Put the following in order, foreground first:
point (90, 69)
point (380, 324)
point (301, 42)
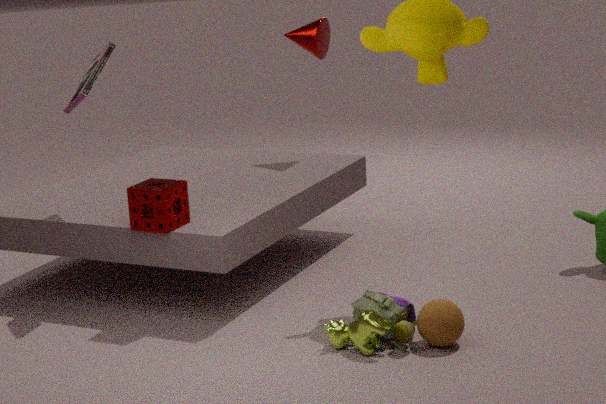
point (380, 324)
point (90, 69)
point (301, 42)
